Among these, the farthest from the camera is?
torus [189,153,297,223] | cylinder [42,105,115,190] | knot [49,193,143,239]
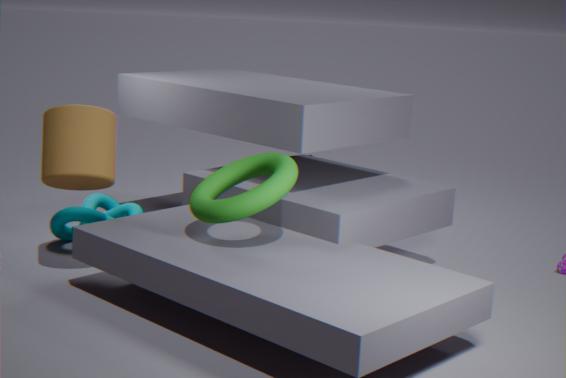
knot [49,193,143,239]
